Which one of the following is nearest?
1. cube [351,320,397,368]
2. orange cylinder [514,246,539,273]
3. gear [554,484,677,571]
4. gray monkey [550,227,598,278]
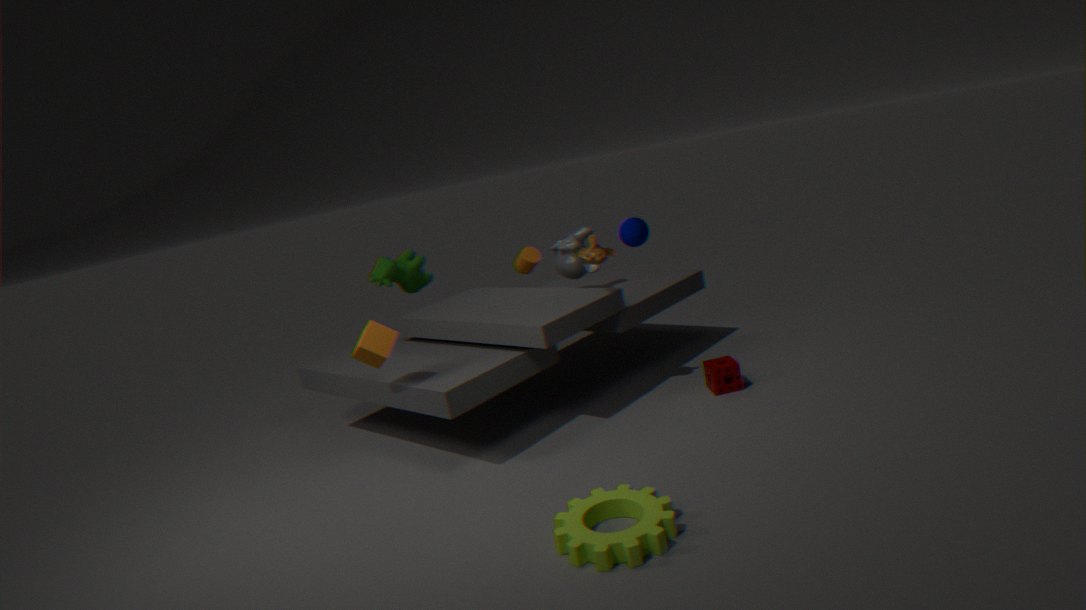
gear [554,484,677,571]
